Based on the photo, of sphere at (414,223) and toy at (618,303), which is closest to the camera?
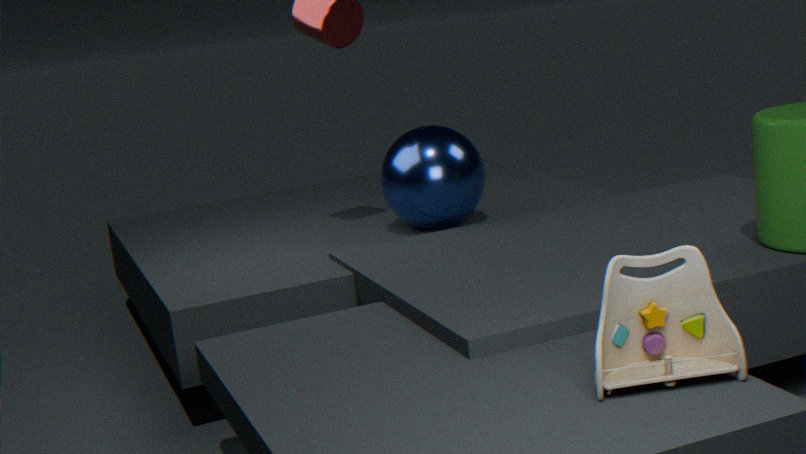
toy at (618,303)
